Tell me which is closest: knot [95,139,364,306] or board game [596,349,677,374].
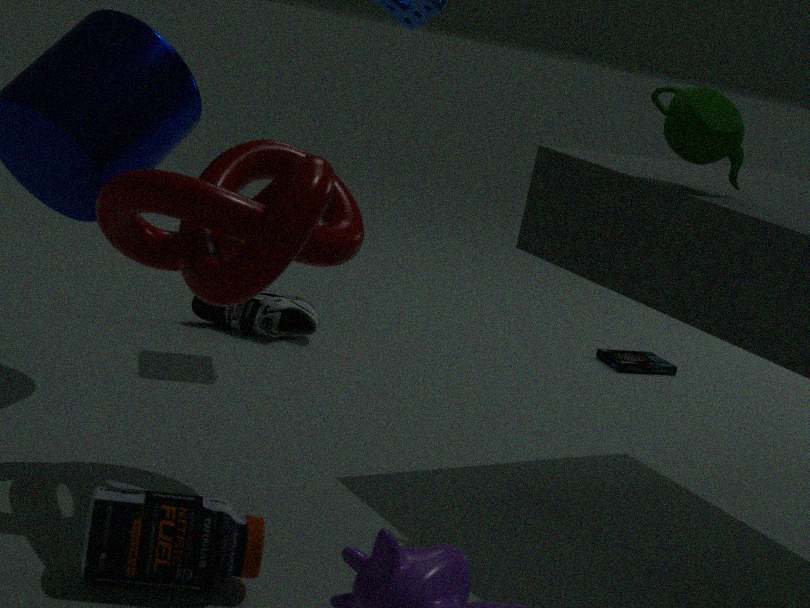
knot [95,139,364,306]
